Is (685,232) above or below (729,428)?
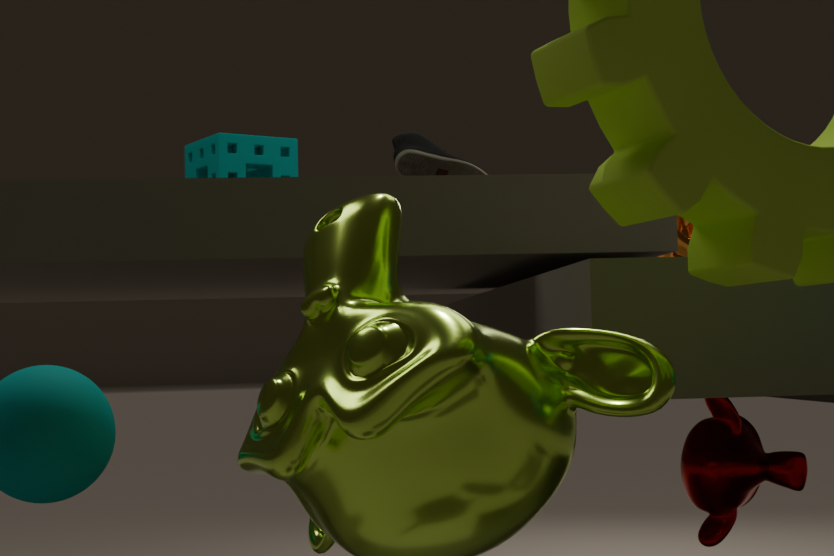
above
